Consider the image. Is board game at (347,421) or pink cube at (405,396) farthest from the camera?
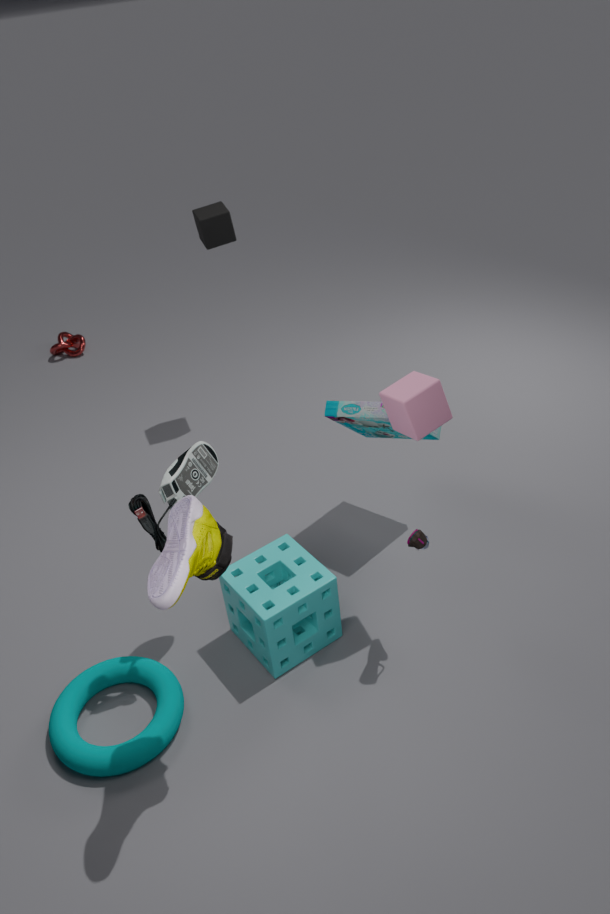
board game at (347,421)
